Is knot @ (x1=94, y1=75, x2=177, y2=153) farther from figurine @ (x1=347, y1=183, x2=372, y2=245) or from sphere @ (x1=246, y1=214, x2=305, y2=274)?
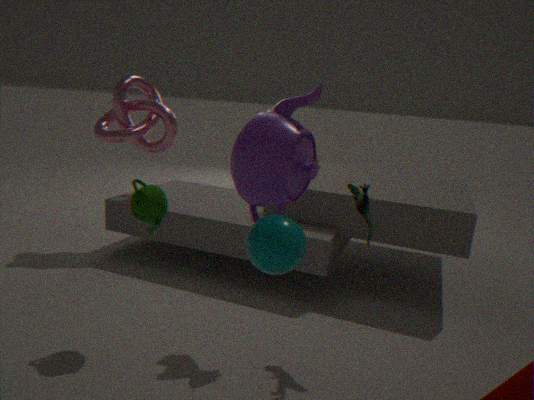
sphere @ (x1=246, y1=214, x2=305, y2=274)
